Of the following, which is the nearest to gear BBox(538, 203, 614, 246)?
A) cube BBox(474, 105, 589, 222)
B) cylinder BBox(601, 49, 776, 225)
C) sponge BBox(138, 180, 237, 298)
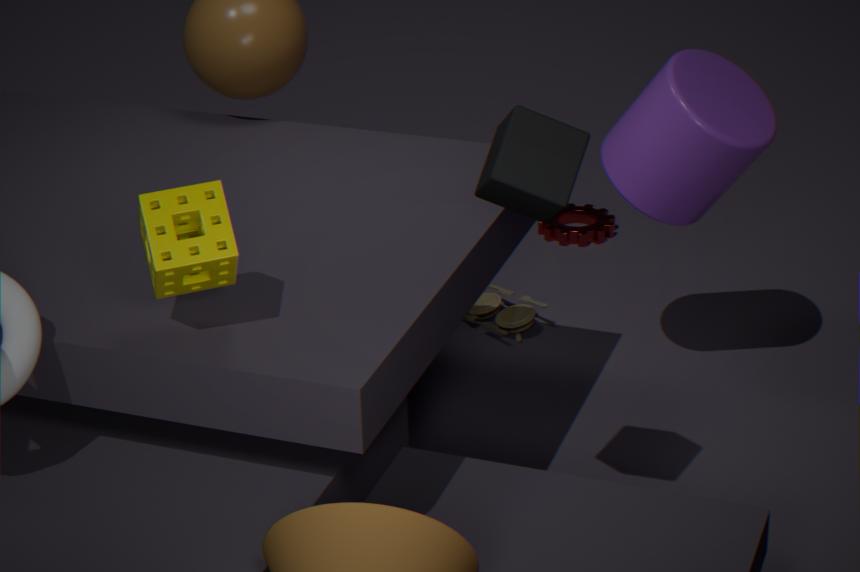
cylinder BBox(601, 49, 776, 225)
